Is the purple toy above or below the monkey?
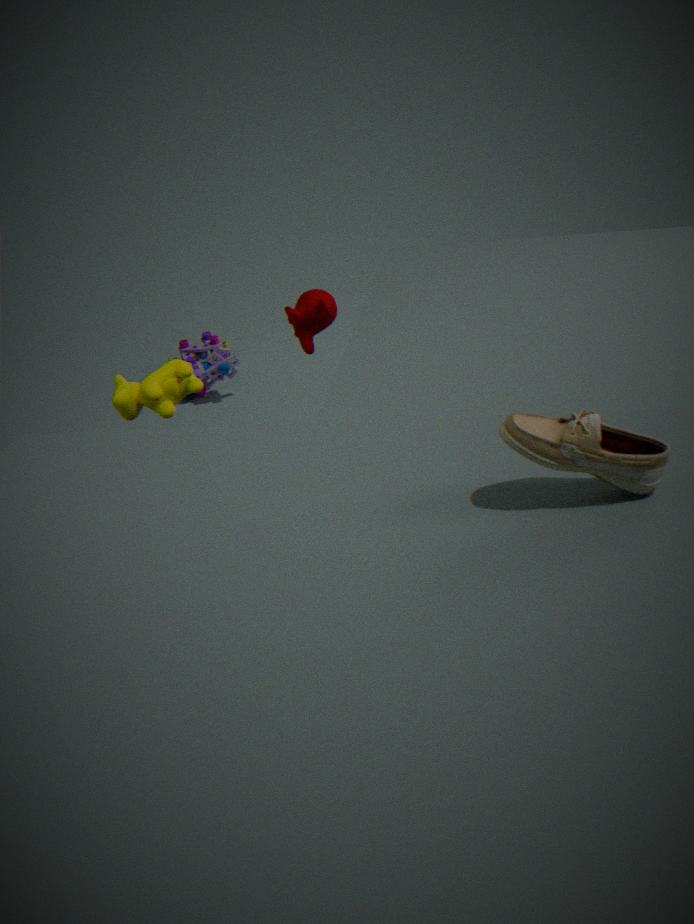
below
